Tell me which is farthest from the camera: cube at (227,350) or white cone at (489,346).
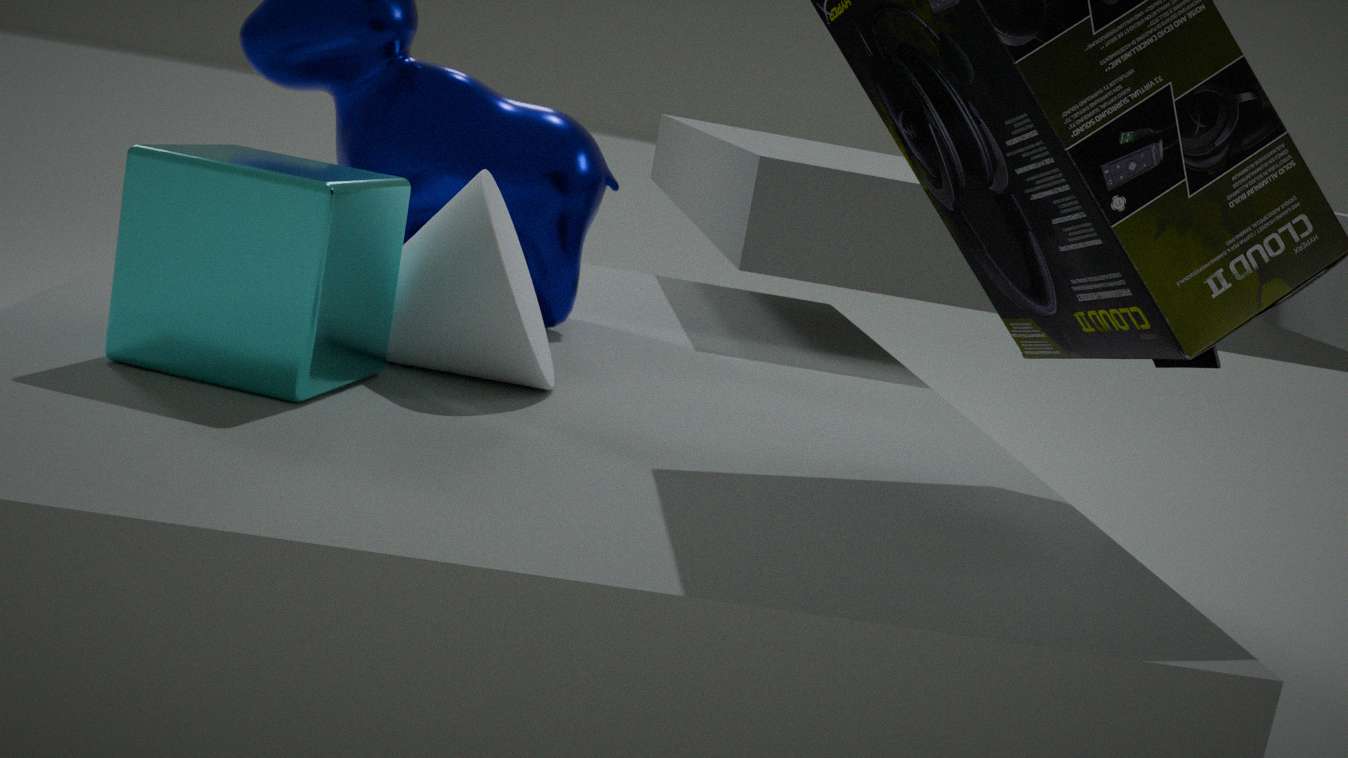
white cone at (489,346)
